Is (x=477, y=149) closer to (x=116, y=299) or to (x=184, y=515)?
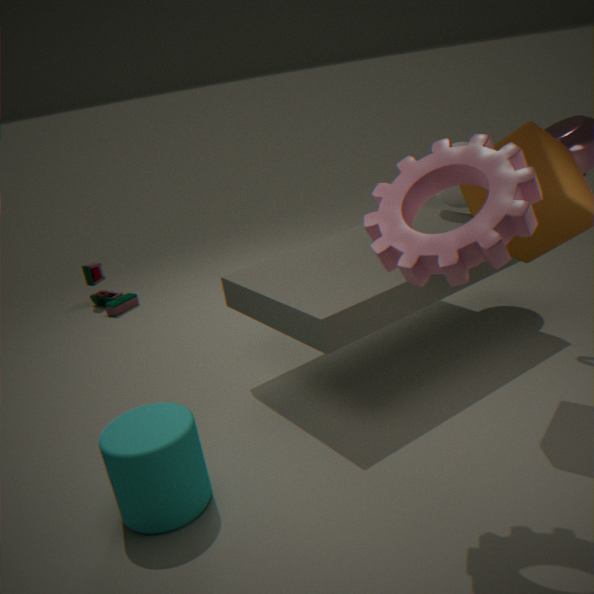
(x=184, y=515)
